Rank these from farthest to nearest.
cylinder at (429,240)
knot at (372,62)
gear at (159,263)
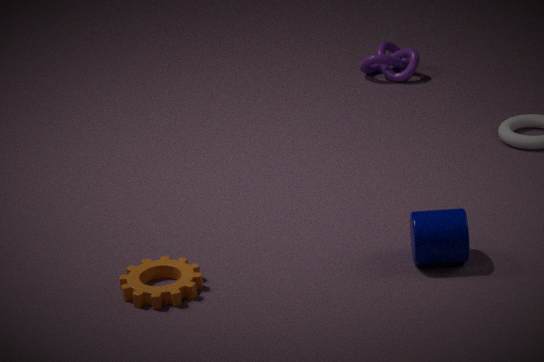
knot at (372,62), cylinder at (429,240), gear at (159,263)
